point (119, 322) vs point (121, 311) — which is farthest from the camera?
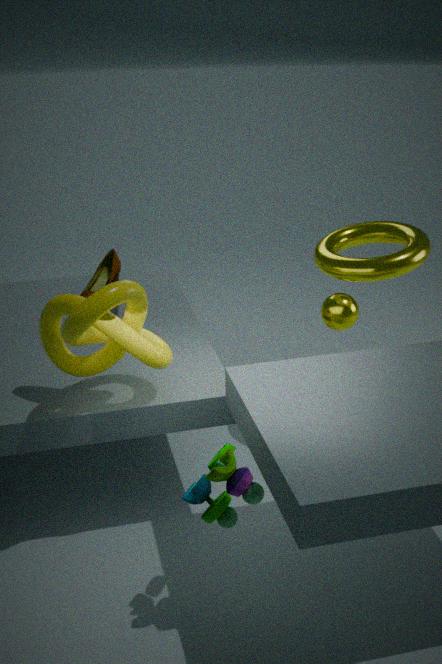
point (121, 311)
